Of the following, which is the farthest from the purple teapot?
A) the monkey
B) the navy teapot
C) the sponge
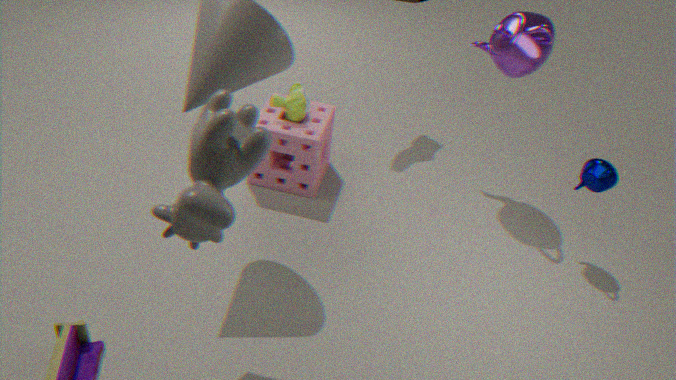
the monkey
